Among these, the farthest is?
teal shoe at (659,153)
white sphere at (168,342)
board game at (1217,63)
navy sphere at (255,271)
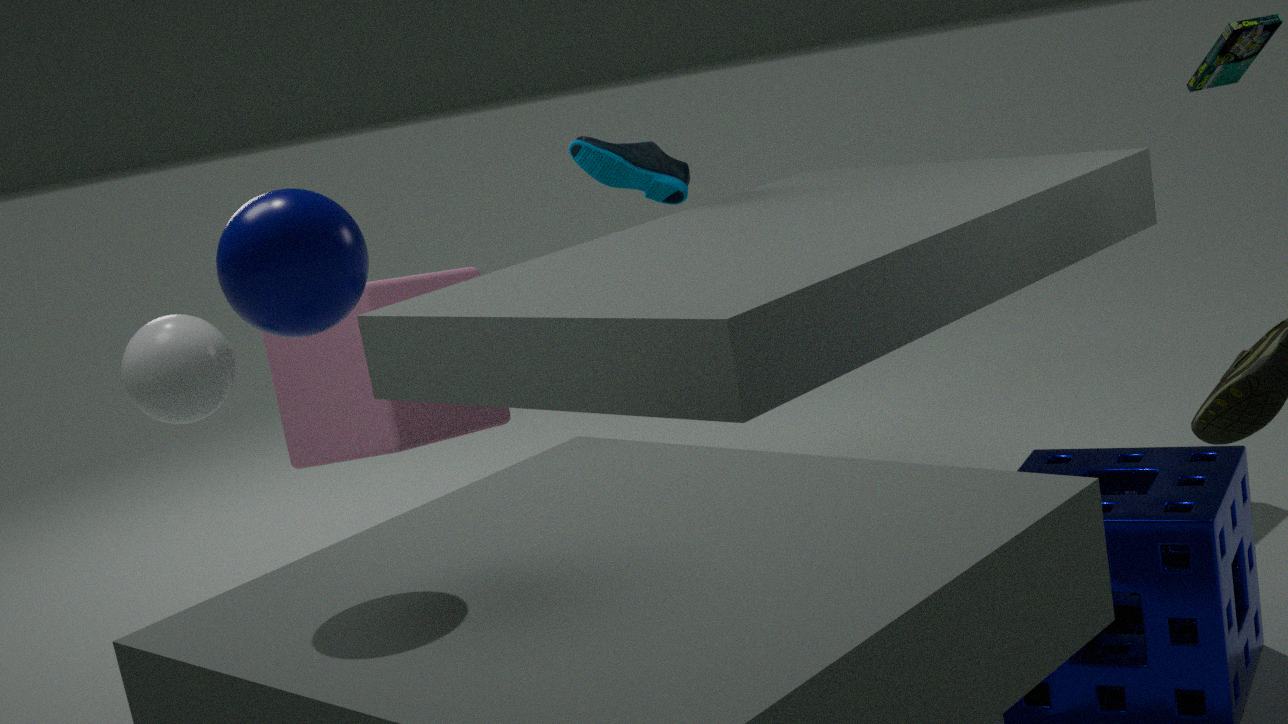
teal shoe at (659,153)
